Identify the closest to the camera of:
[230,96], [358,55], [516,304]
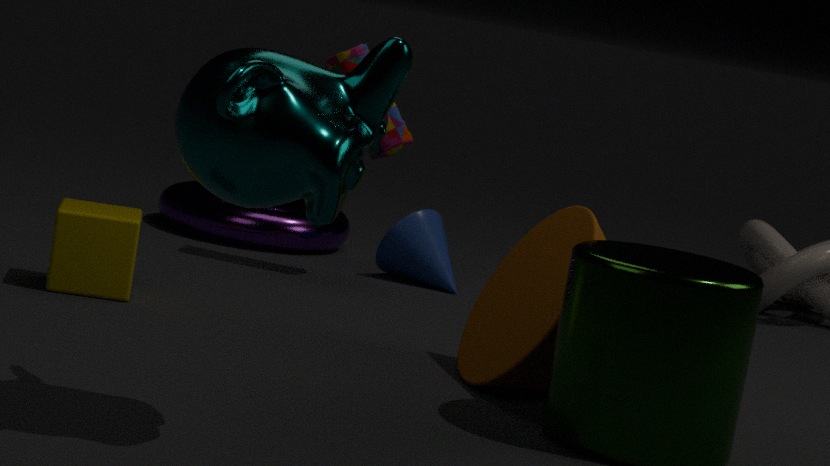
[230,96]
